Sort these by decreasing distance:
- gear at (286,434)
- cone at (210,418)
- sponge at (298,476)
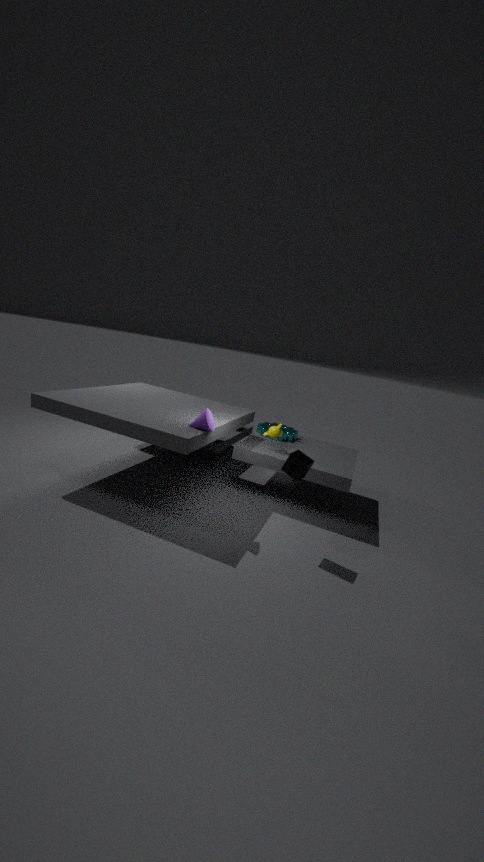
1. gear at (286,434)
2. cone at (210,418)
3. sponge at (298,476)
